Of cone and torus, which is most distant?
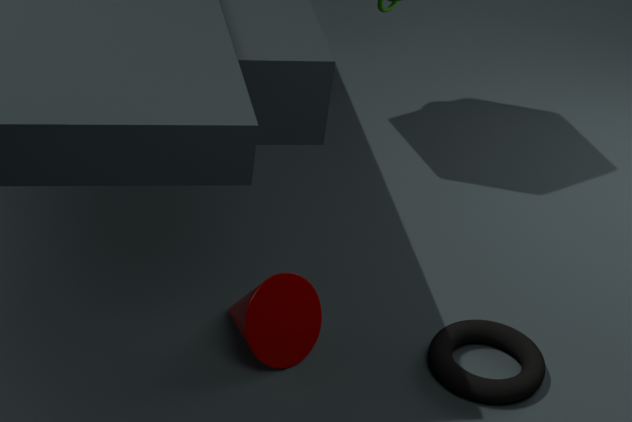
torus
